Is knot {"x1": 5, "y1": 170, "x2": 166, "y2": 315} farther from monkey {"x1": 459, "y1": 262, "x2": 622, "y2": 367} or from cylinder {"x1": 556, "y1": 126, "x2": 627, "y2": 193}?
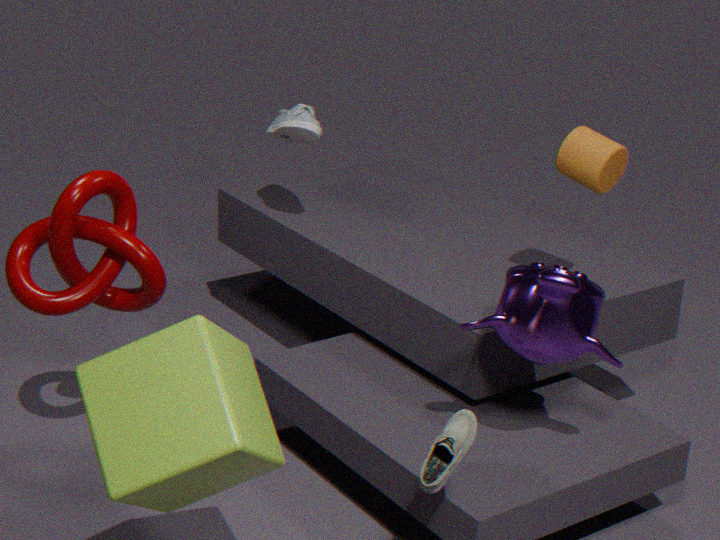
cylinder {"x1": 556, "y1": 126, "x2": 627, "y2": 193}
